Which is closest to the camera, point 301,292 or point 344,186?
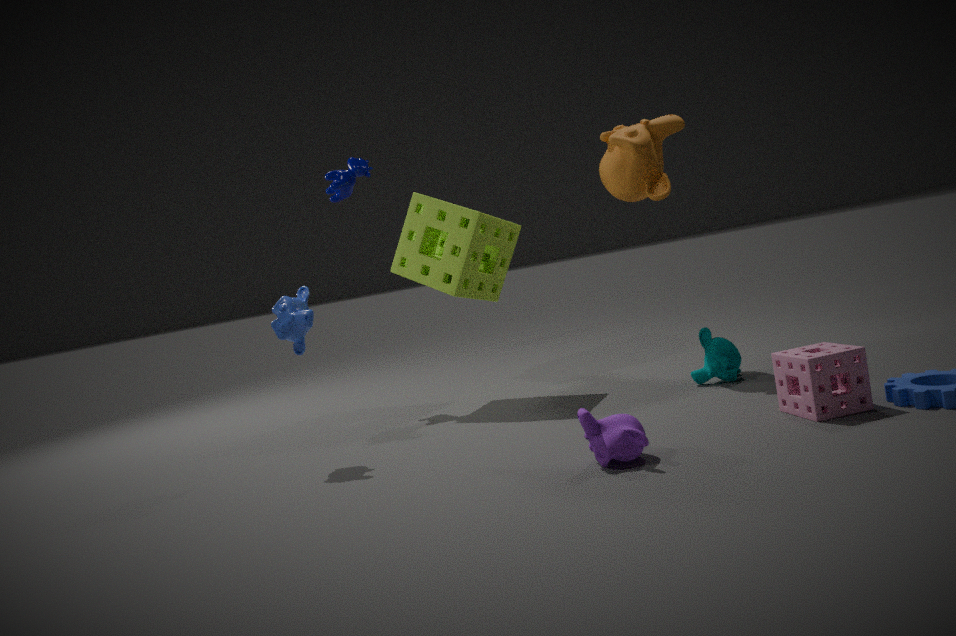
point 301,292
